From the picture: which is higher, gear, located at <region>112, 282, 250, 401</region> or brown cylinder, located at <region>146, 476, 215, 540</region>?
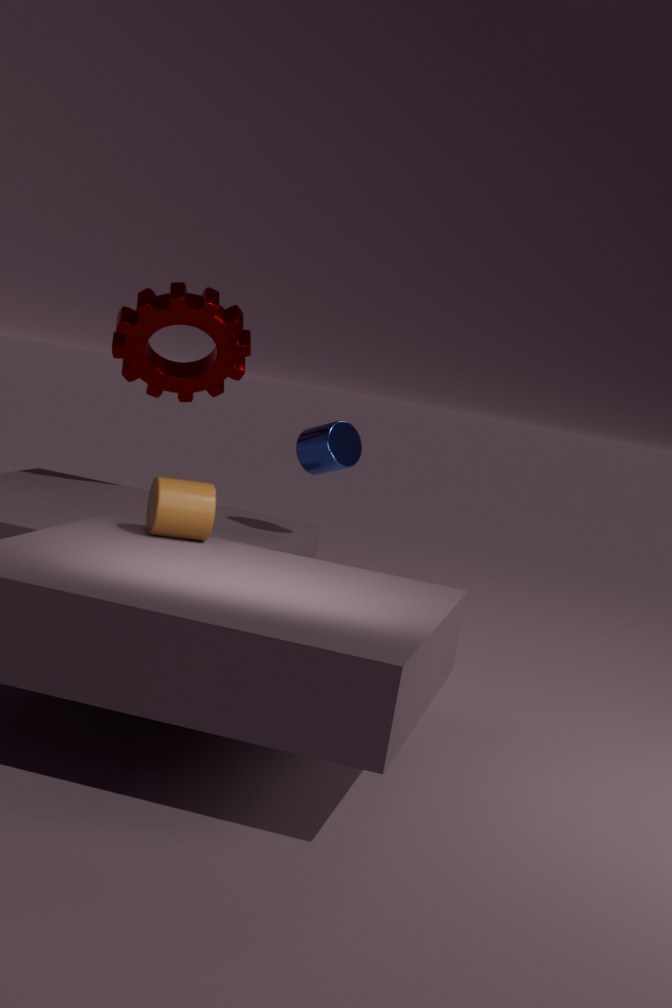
gear, located at <region>112, 282, 250, 401</region>
